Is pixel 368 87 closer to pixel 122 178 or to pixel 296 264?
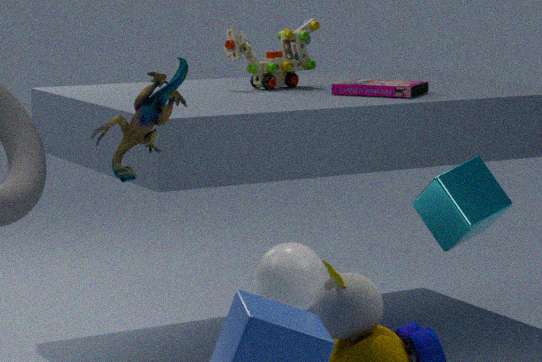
pixel 122 178
